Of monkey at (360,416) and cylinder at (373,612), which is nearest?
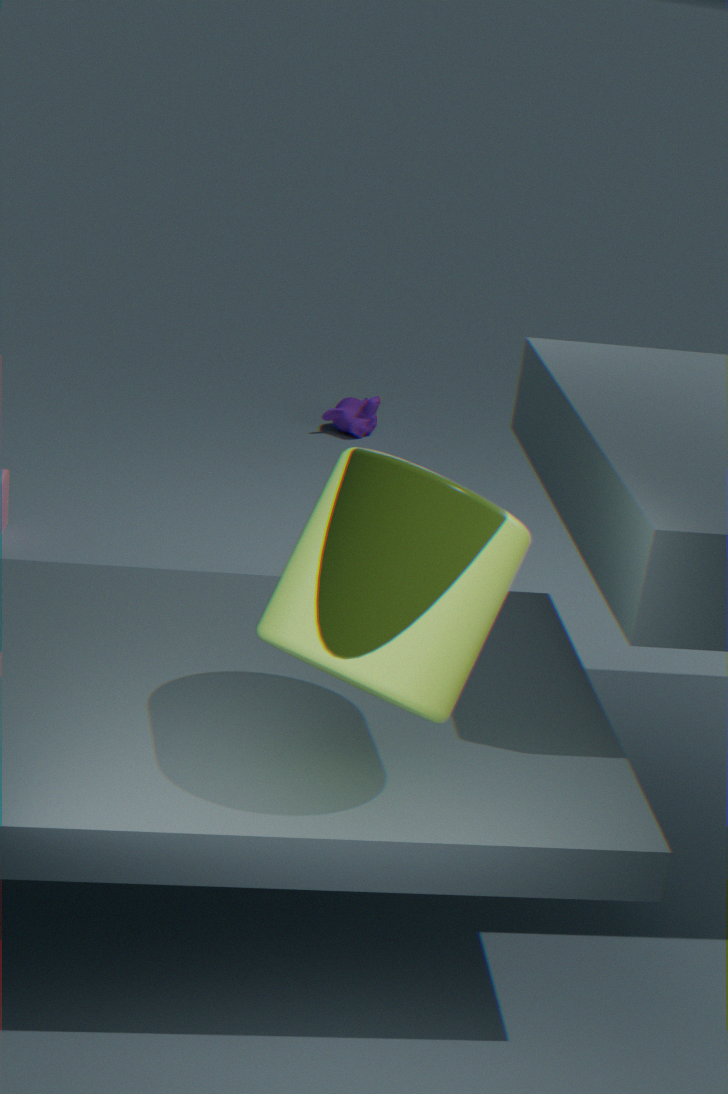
cylinder at (373,612)
